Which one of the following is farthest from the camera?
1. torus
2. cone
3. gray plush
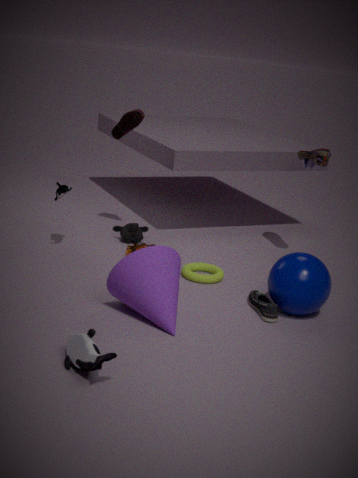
torus
